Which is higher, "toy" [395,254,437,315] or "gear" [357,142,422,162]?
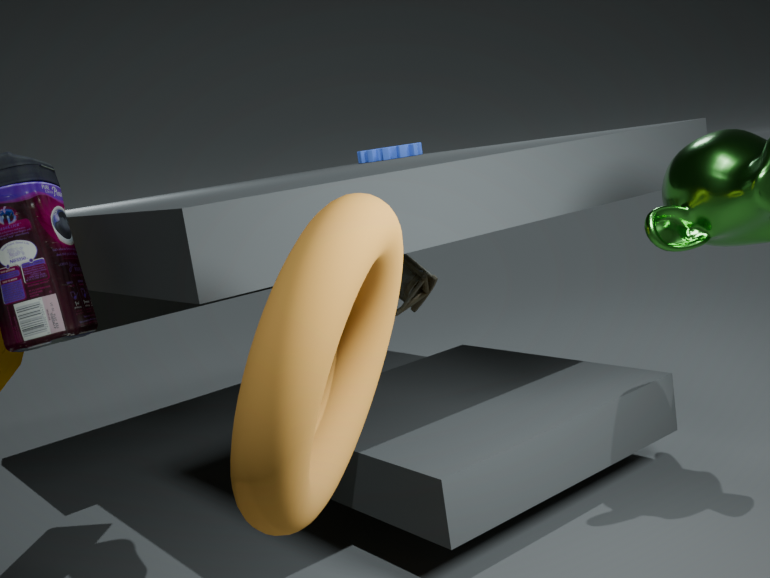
"gear" [357,142,422,162]
